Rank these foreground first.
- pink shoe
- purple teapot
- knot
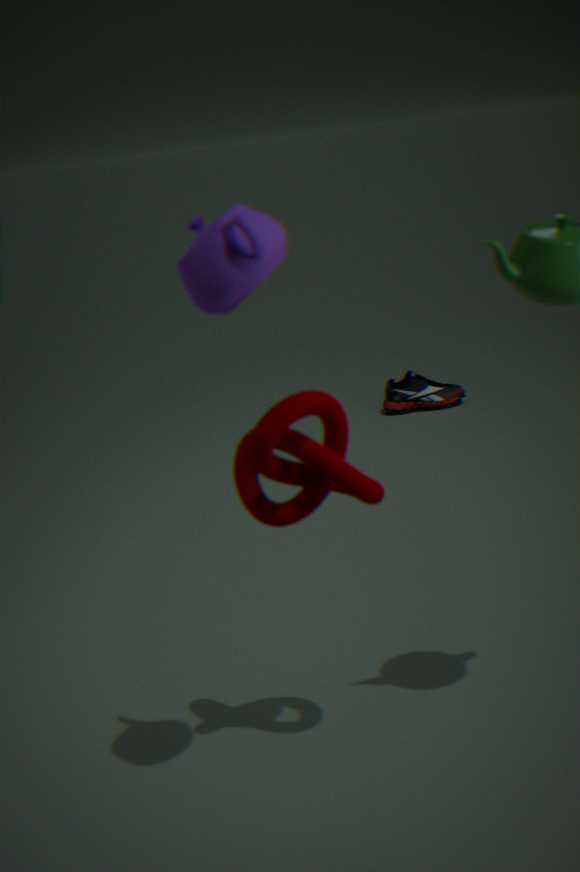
purple teapot, knot, pink shoe
